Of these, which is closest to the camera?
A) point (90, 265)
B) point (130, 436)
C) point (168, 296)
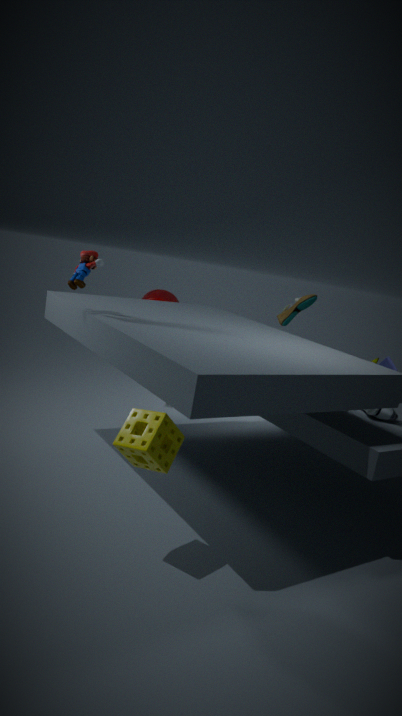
point (130, 436)
